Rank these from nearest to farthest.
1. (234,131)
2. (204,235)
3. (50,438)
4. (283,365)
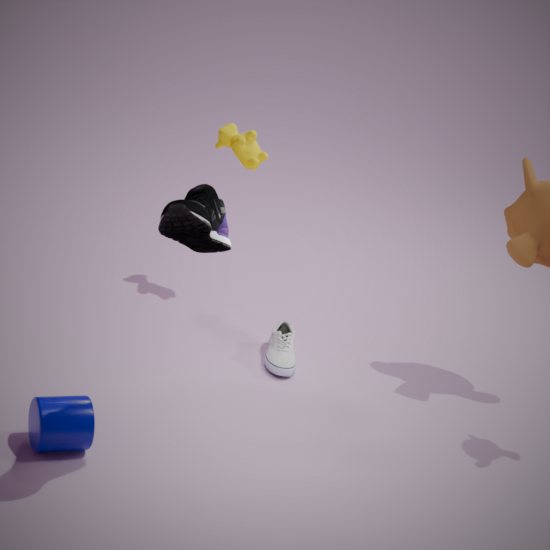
(204,235)
(50,438)
(283,365)
(234,131)
